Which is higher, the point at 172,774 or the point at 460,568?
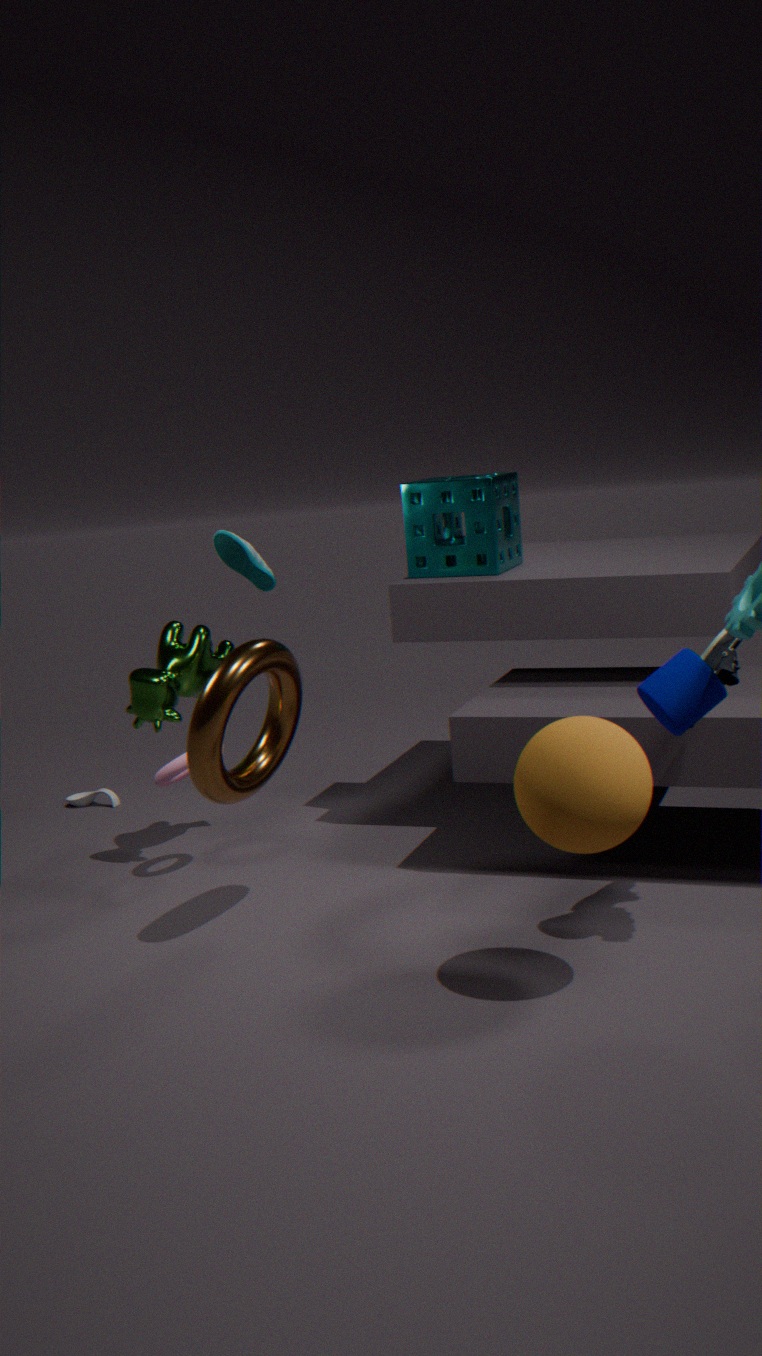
the point at 460,568
